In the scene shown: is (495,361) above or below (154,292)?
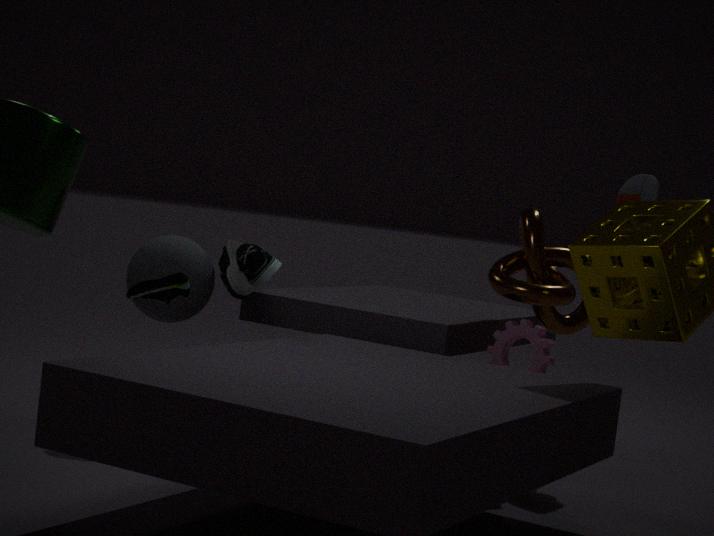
below
